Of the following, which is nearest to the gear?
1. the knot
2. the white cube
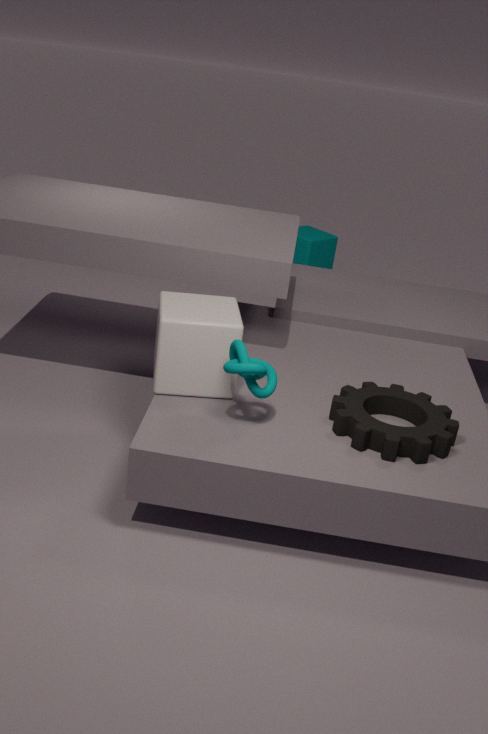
the knot
